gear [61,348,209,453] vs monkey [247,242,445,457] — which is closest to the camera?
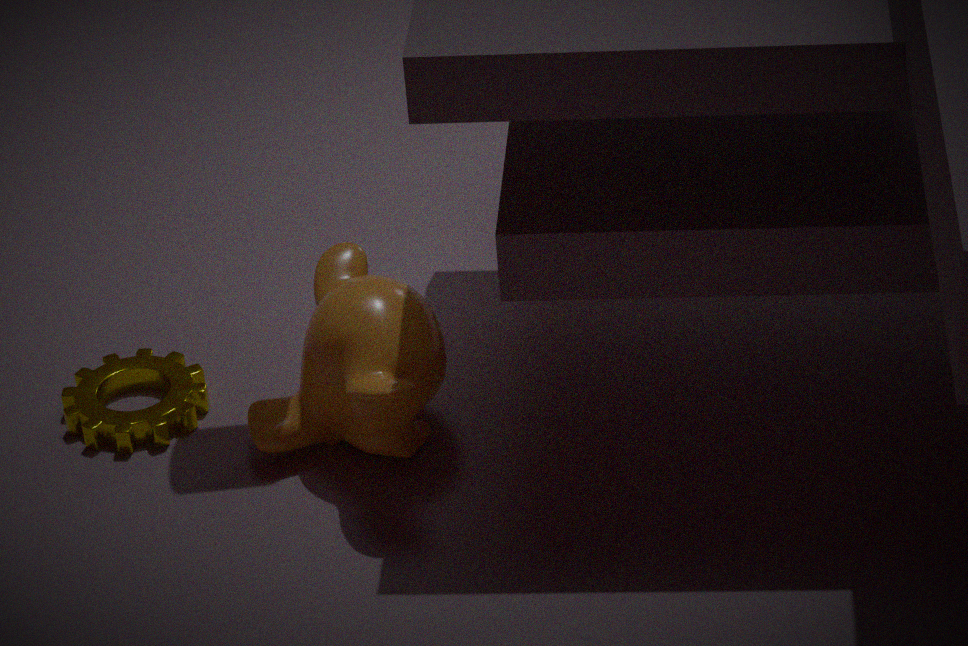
monkey [247,242,445,457]
